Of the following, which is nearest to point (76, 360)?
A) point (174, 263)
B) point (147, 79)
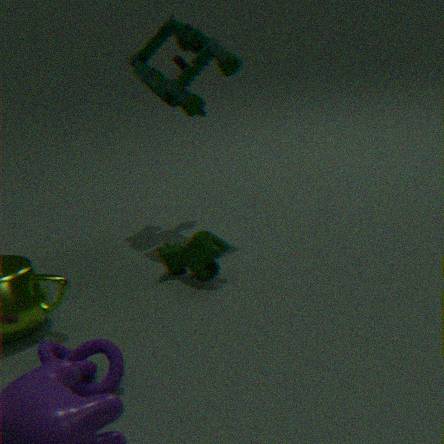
point (174, 263)
